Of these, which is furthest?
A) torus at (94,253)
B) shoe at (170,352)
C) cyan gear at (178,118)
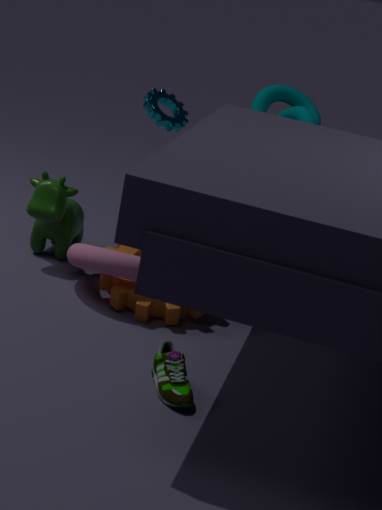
cyan gear at (178,118)
